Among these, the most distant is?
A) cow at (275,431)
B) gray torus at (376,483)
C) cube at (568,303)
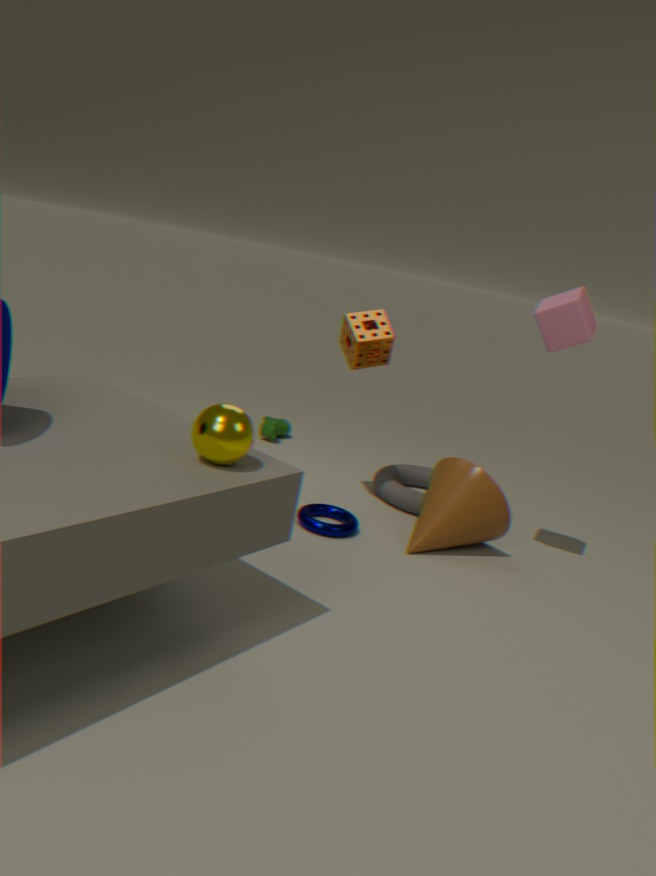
cow at (275,431)
